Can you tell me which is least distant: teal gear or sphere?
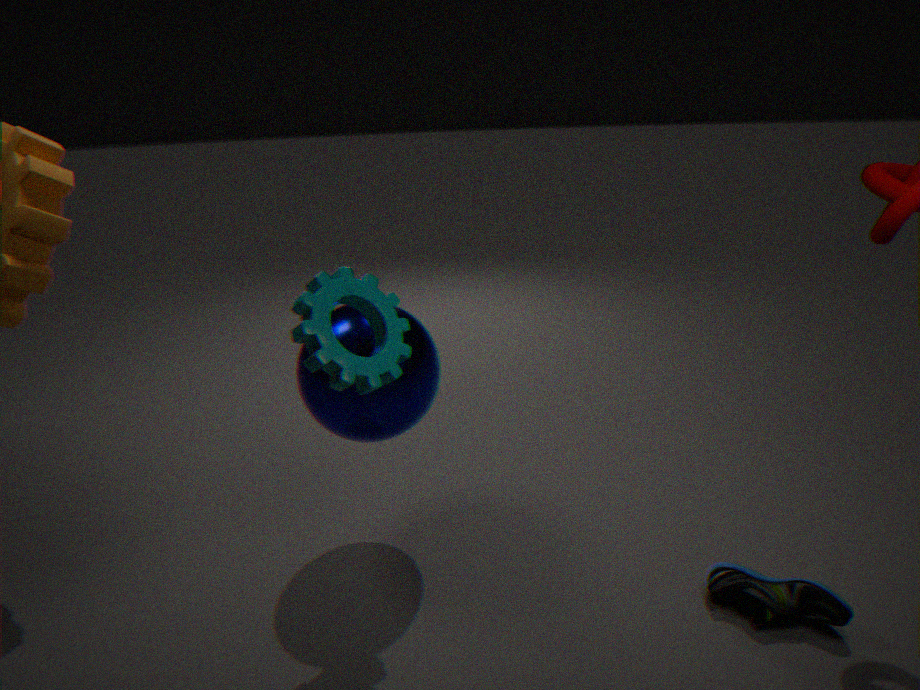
teal gear
